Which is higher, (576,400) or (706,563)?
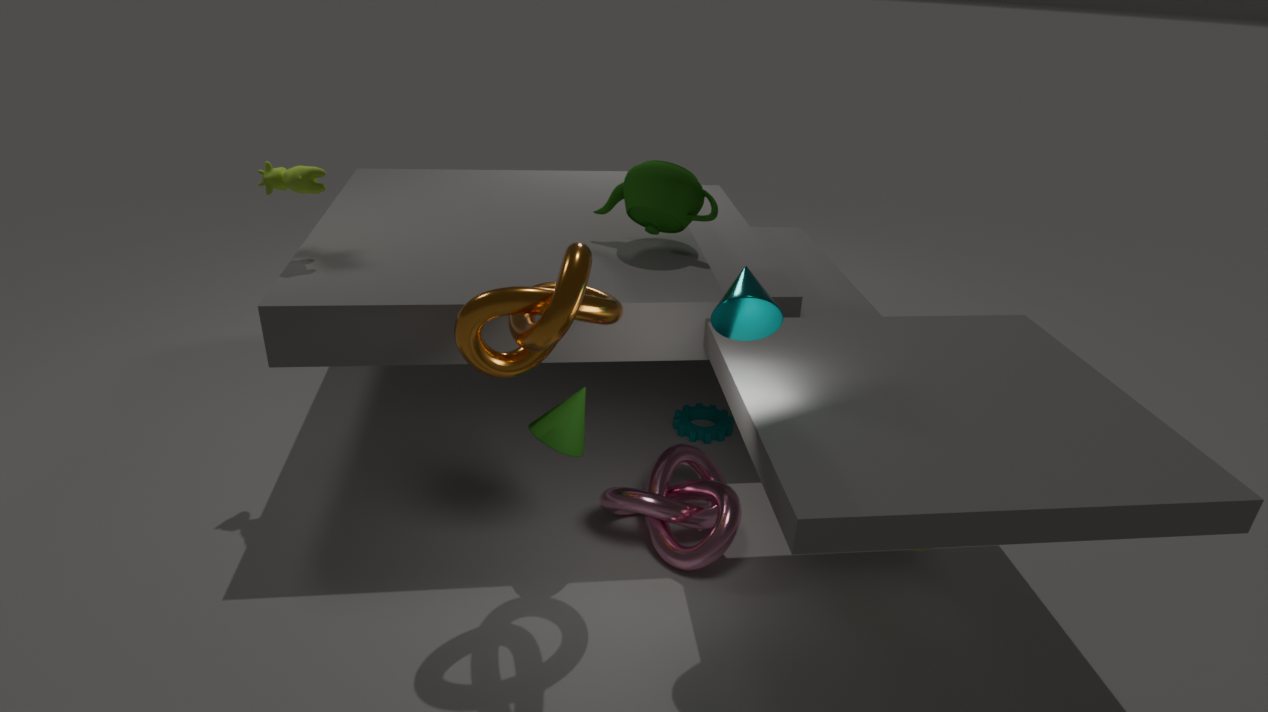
(576,400)
